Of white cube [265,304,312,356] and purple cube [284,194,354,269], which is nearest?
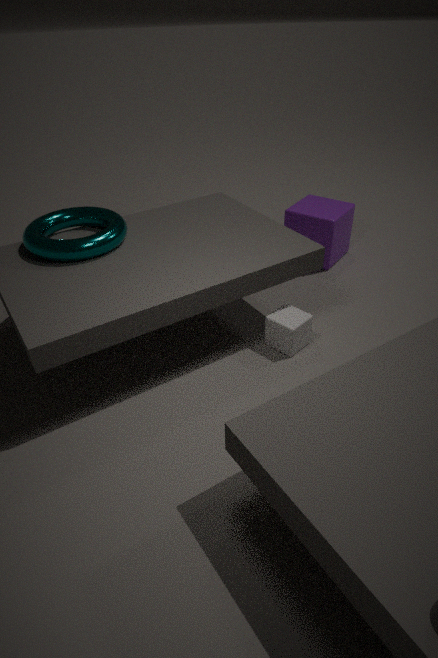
white cube [265,304,312,356]
